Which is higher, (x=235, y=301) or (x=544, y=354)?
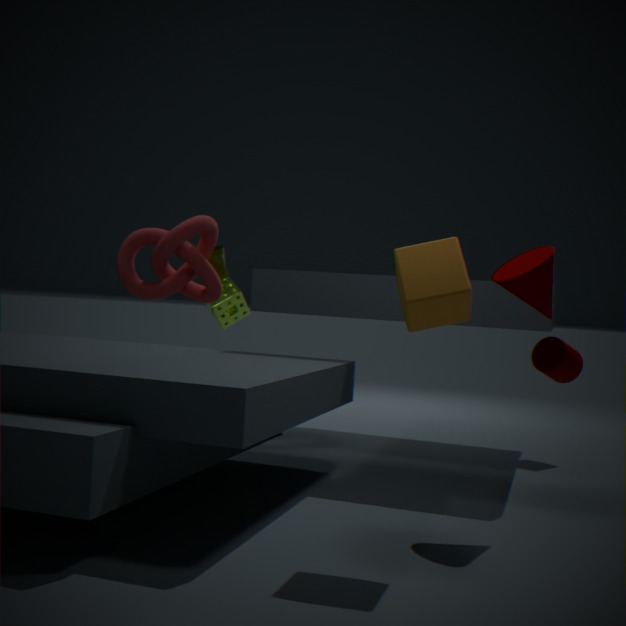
(x=235, y=301)
